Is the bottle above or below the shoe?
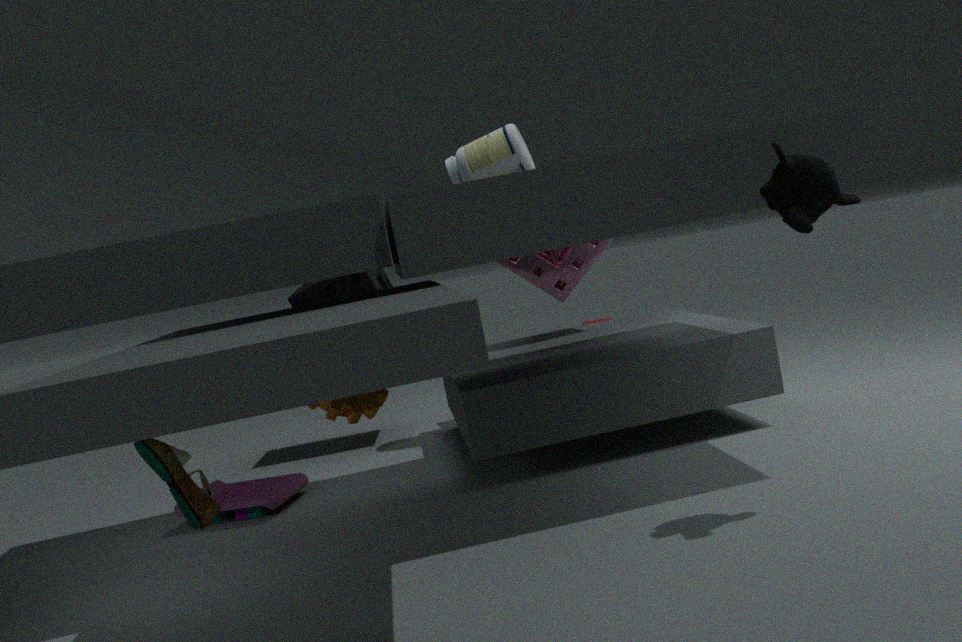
above
